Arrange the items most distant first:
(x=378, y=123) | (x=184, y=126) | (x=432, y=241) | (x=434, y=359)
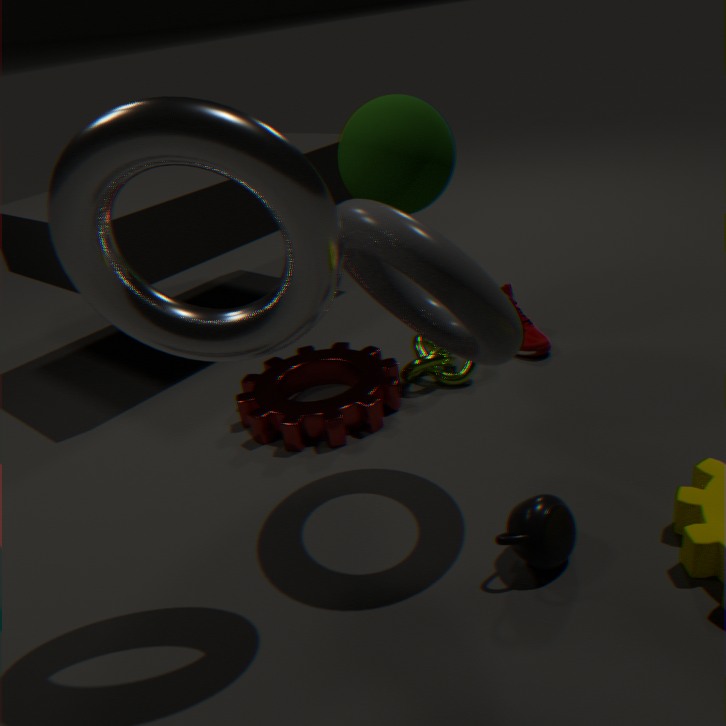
1. (x=434, y=359)
2. (x=378, y=123)
3. (x=432, y=241)
4. (x=184, y=126)
